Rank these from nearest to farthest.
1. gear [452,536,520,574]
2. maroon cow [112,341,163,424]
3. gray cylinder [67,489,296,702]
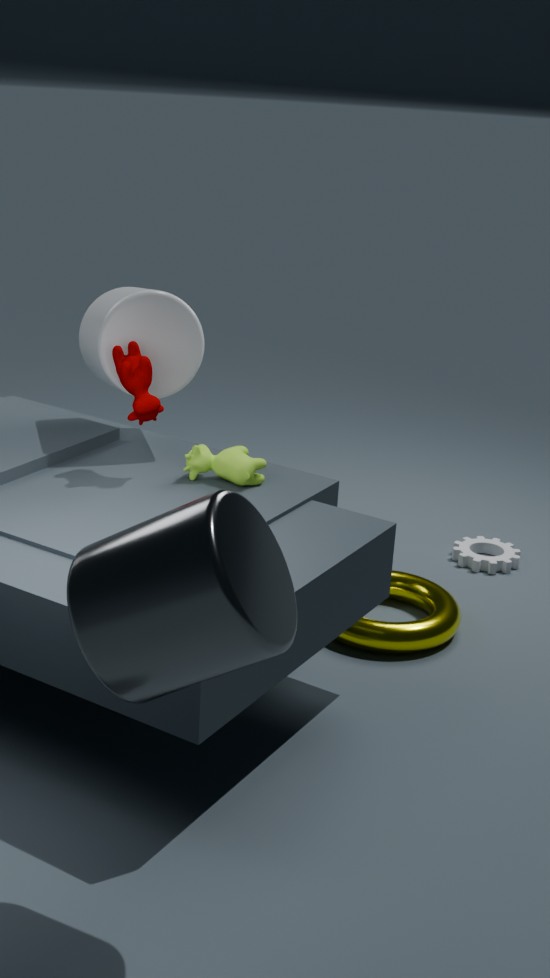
gray cylinder [67,489,296,702]
maroon cow [112,341,163,424]
gear [452,536,520,574]
